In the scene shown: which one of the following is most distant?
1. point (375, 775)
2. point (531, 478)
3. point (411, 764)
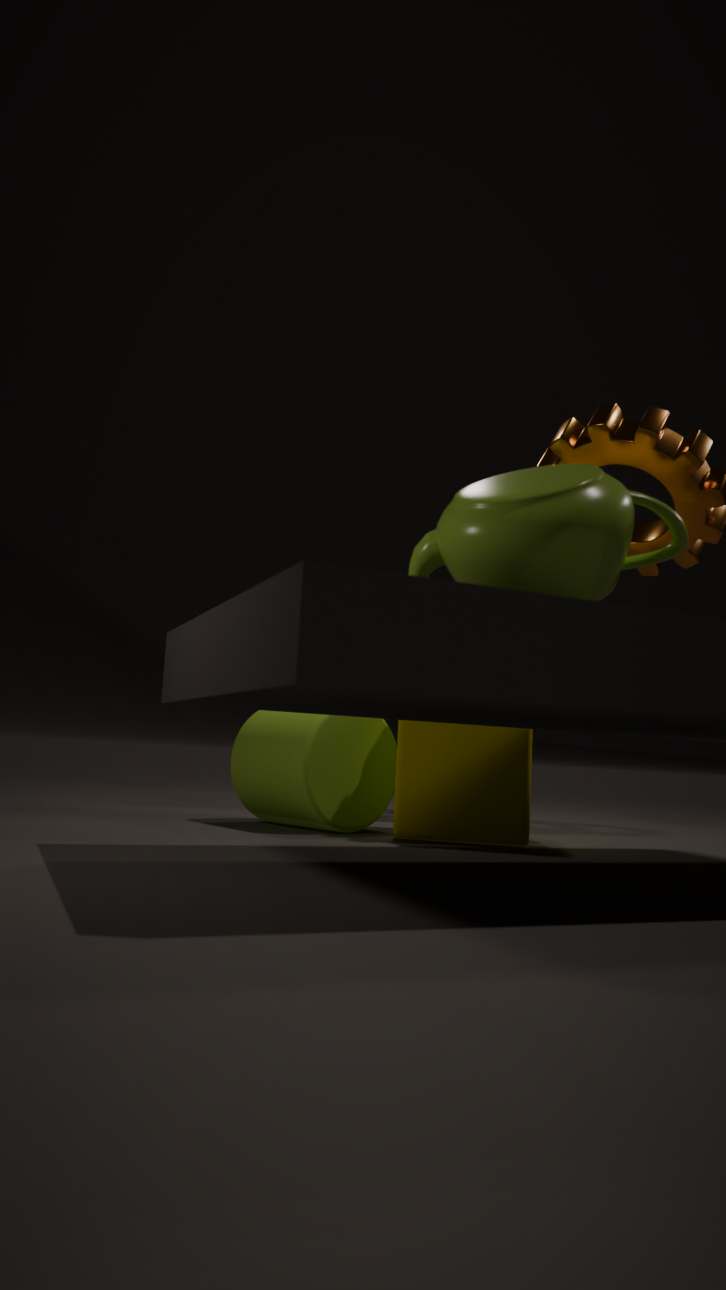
point (375, 775)
